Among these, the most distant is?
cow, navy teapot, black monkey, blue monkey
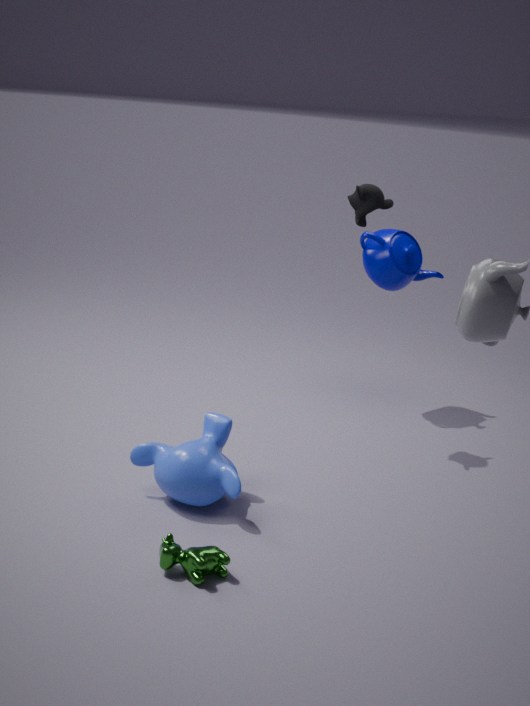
navy teapot
